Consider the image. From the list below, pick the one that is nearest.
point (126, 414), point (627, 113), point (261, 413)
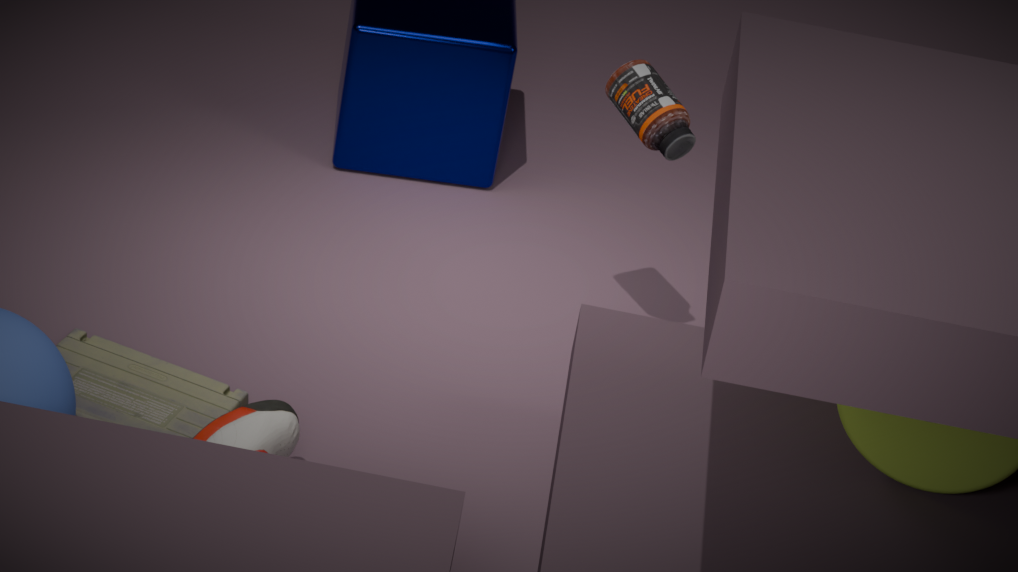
point (261, 413)
